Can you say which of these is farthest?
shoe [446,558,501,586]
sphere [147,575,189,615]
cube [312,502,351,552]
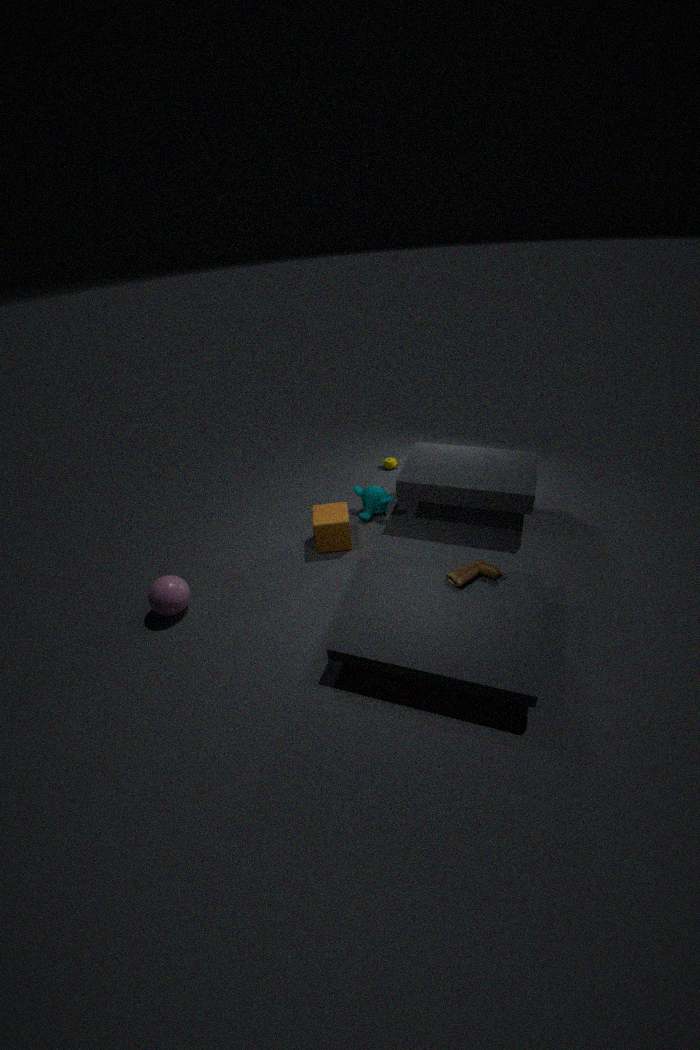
cube [312,502,351,552]
